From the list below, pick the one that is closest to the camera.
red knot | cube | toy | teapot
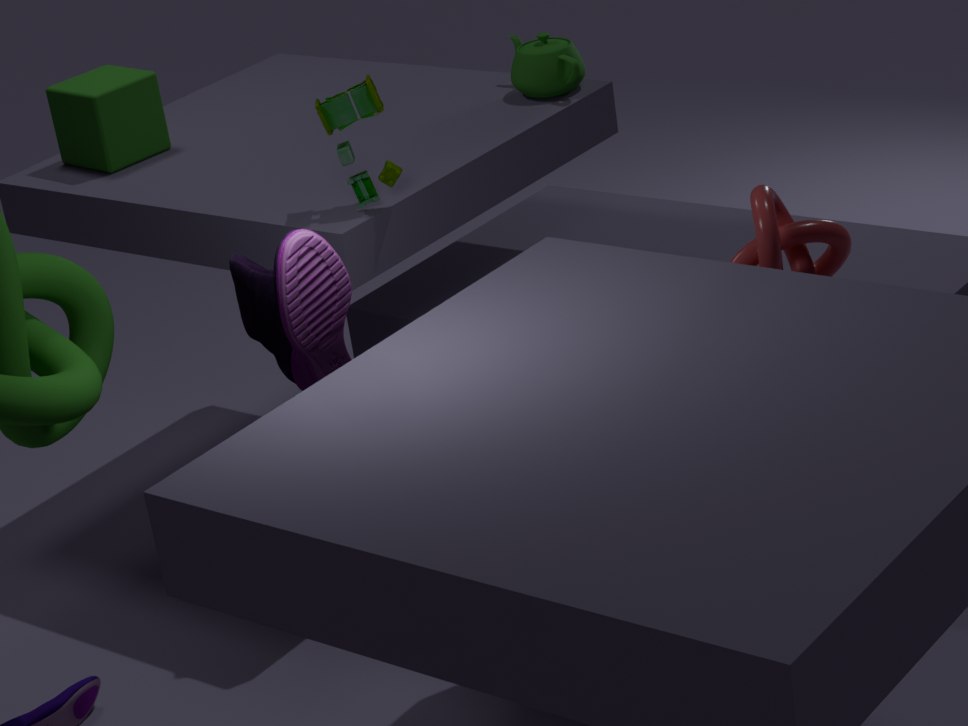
red knot
